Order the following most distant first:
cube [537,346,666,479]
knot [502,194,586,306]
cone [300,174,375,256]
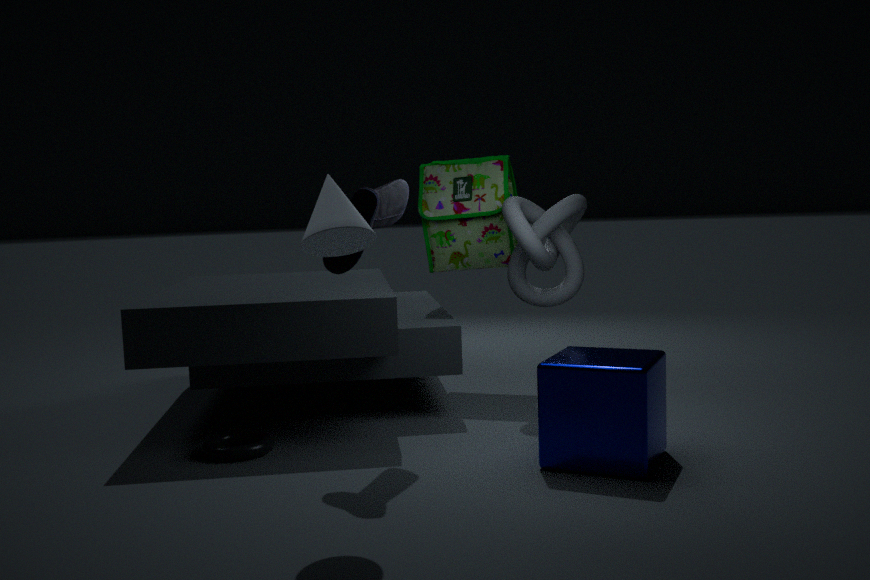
knot [502,194,586,306] < cube [537,346,666,479] < cone [300,174,375,256]
